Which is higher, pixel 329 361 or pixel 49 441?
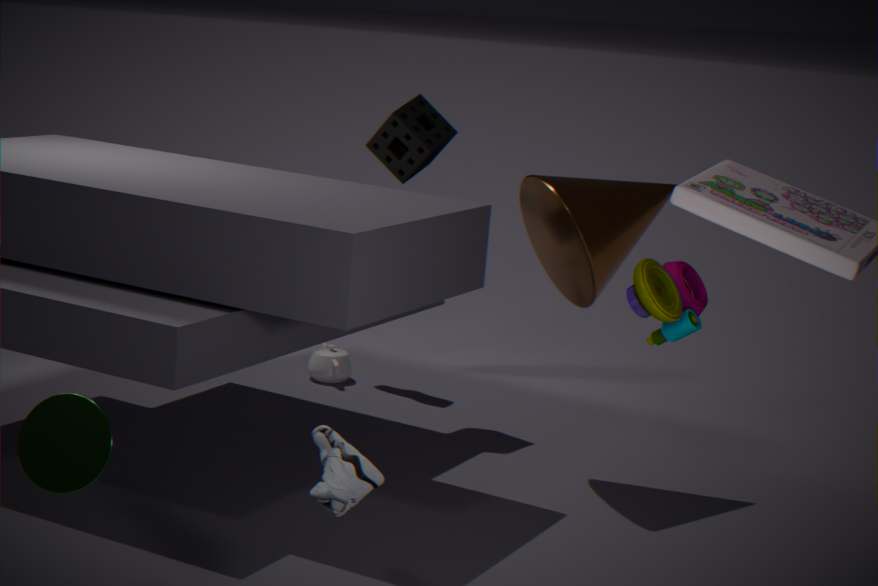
pixel 49 441
